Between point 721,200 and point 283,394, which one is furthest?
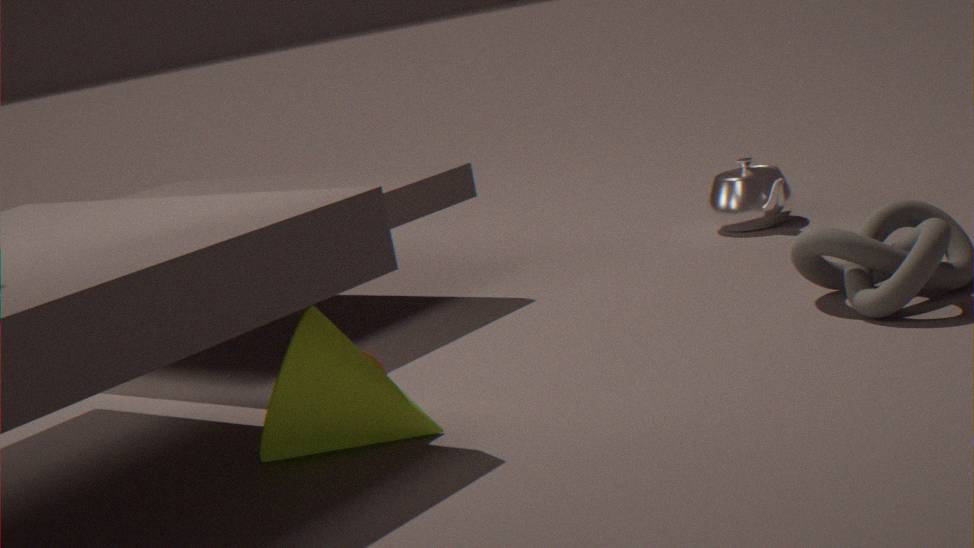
point 721,200
